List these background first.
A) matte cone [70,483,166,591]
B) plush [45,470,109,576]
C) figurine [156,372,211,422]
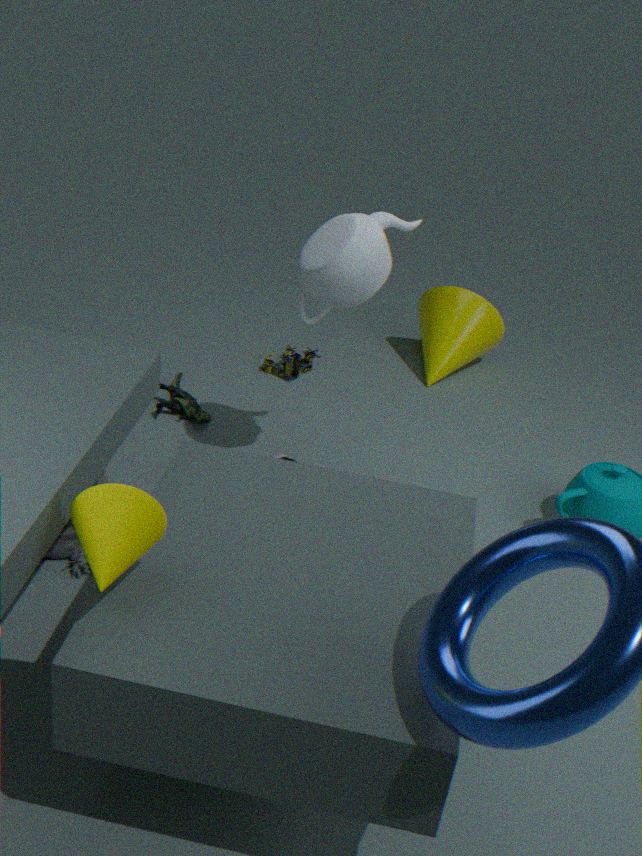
figurine [156,372,211,422] < plush [45,470,109,576] < matte cone [70,483,166,591]
